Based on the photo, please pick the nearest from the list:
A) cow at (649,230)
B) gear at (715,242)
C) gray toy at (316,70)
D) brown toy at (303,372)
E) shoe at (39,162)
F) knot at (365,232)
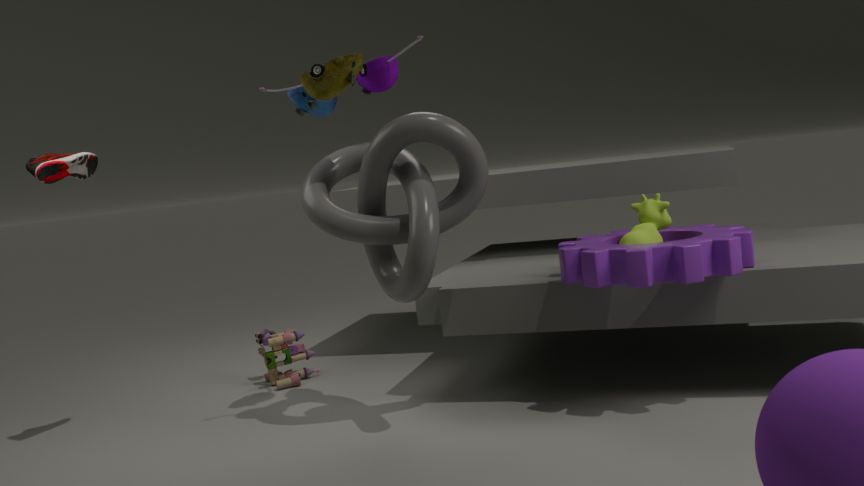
gear at (715,242)
